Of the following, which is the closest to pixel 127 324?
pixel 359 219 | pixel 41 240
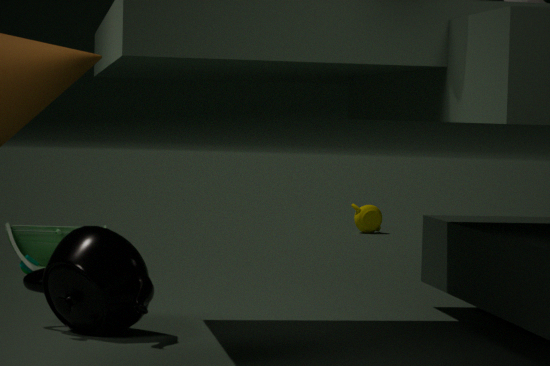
pixel 41 240
